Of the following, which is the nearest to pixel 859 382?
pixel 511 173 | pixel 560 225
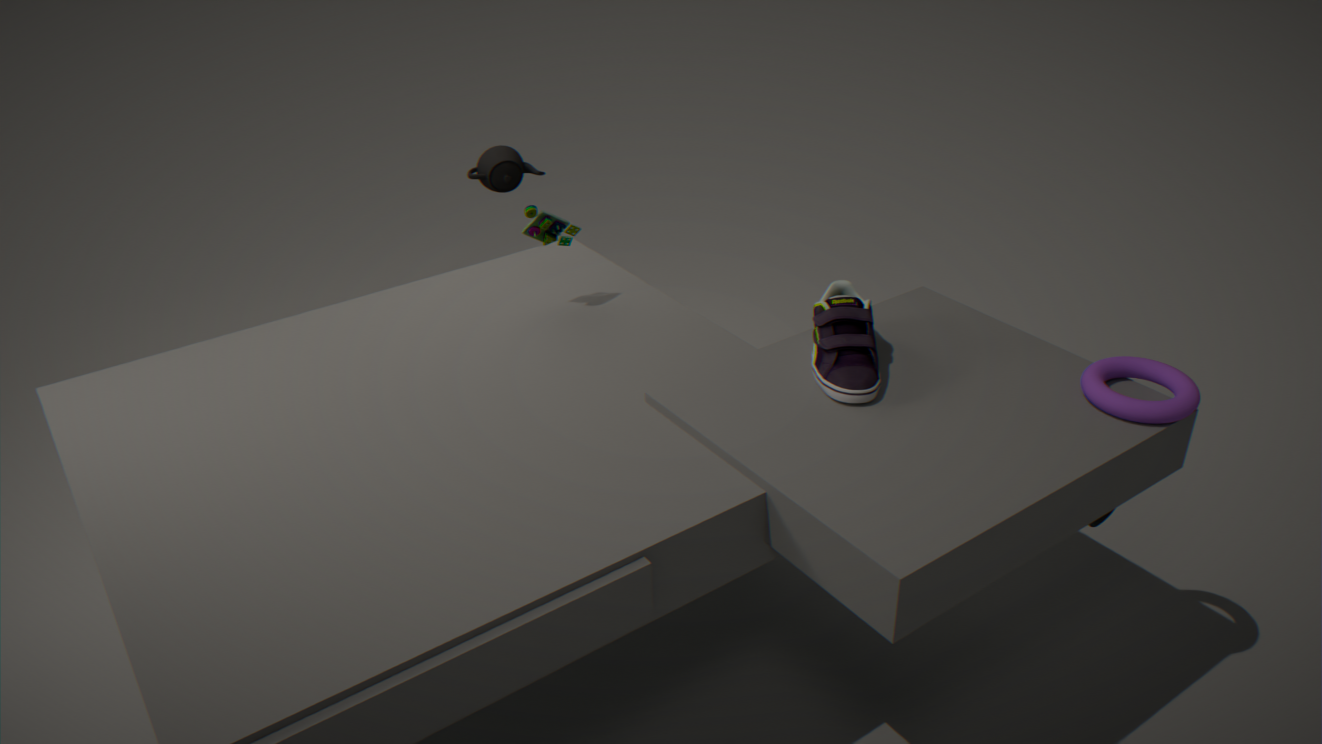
pixel 560 225
